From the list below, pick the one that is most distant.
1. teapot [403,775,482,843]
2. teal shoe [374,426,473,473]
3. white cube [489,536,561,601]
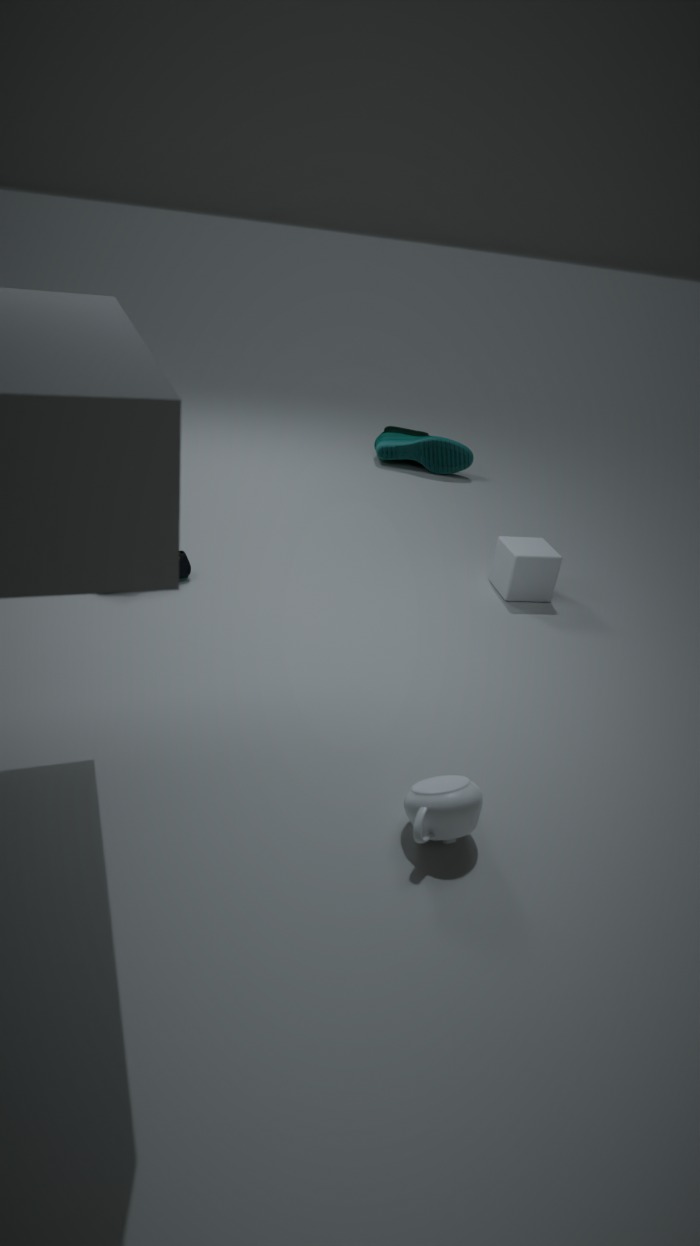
teal shoe [374,426,473,473]
